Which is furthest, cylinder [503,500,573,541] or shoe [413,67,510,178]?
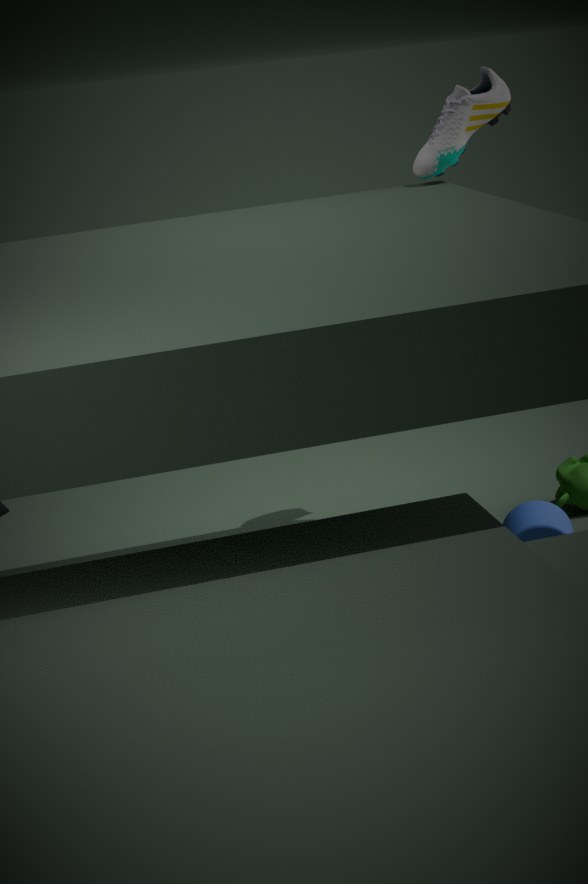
shoe [413,67,510,178]
